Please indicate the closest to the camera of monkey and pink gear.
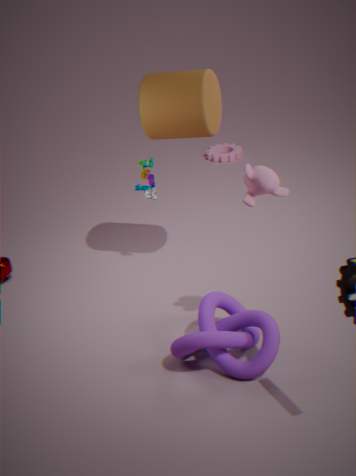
monkey
